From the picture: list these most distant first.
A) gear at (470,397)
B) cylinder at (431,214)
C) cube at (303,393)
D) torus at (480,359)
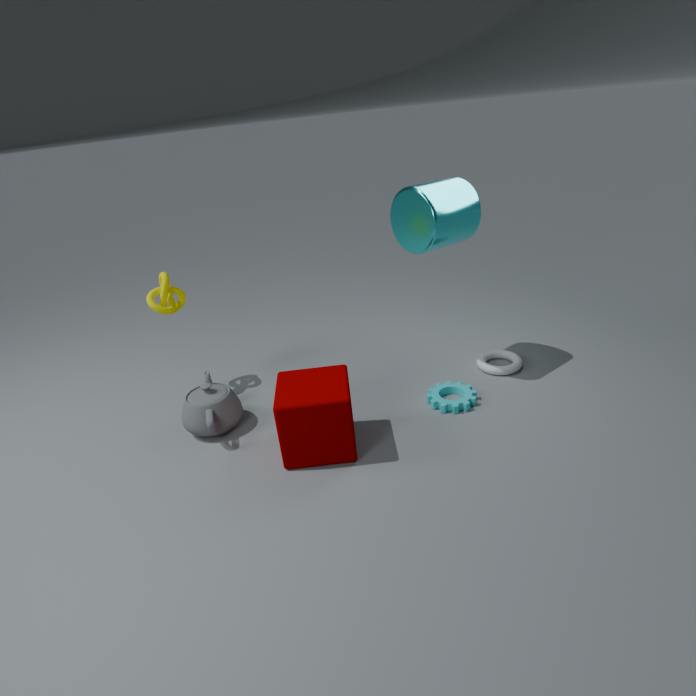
torus at (480,359) → gear at (470,397) → cylinder at (431,214) → cube at (303,393)
